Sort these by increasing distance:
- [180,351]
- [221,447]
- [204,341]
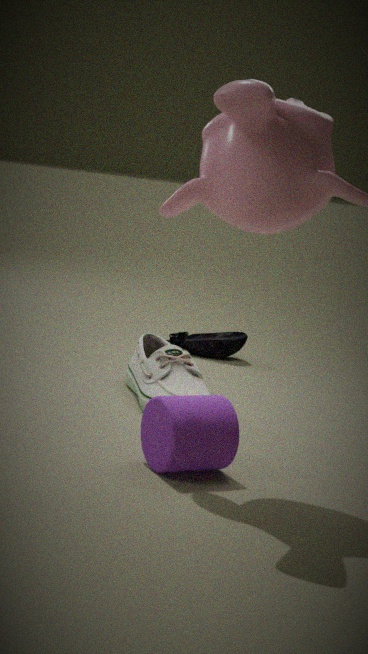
1. [221,447]
2. [180,351]
3. [204,341]
